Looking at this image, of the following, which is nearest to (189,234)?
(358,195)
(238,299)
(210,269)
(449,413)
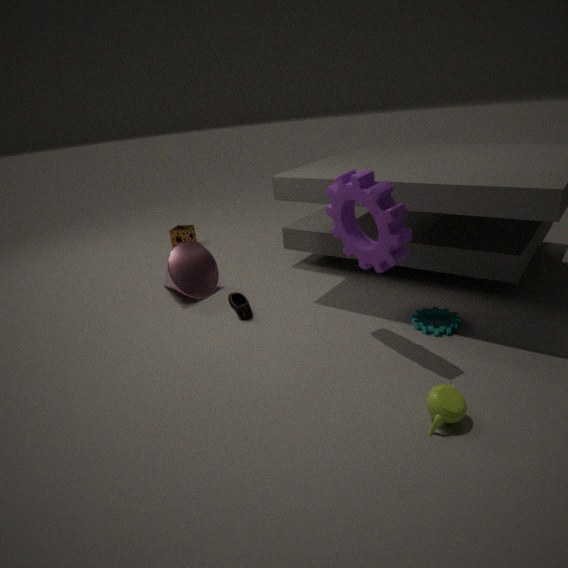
(210,269)
